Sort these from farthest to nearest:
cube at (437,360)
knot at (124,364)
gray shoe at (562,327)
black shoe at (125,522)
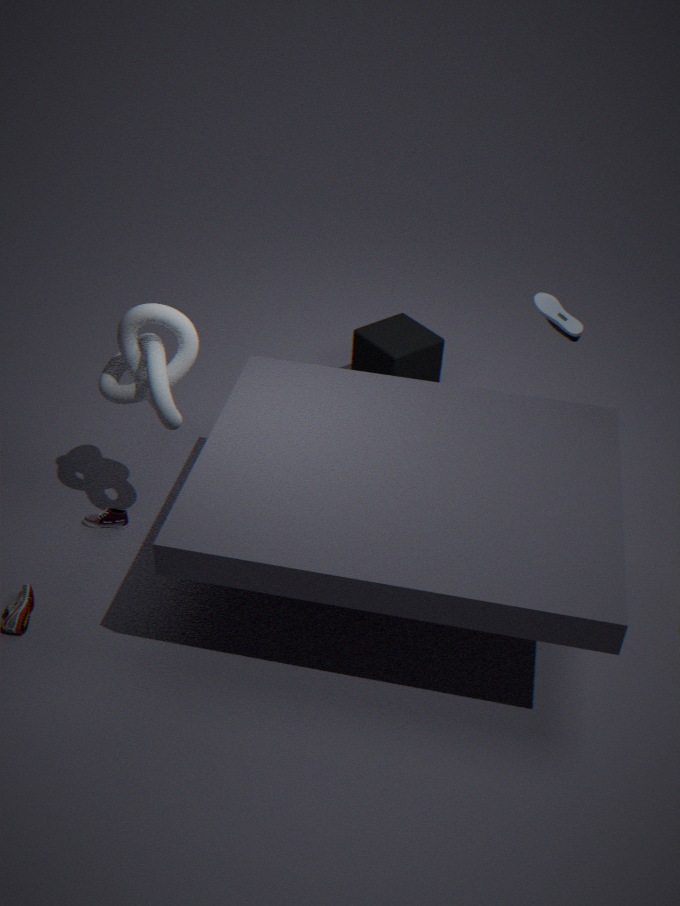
cube at (437,360), black shoe at (125,522), gray shoe at (562,327), knot at (124,364)
